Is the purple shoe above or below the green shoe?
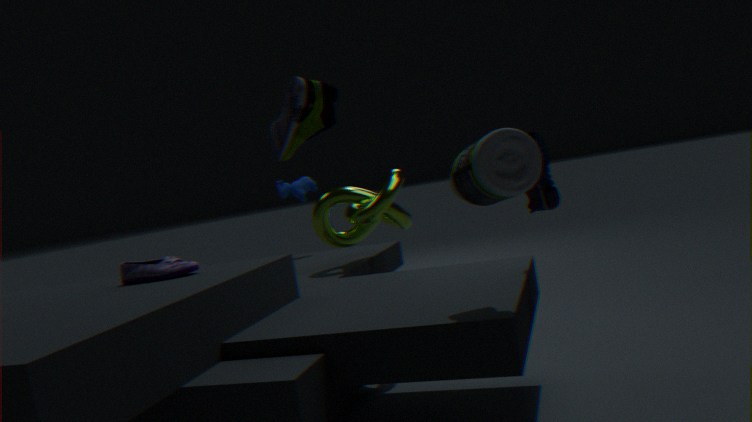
below
